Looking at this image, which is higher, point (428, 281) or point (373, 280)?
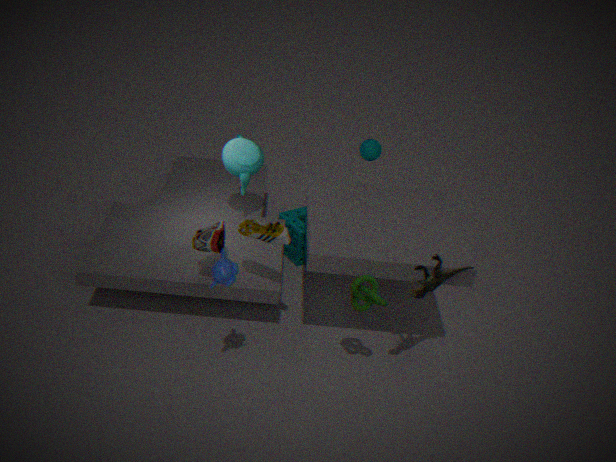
point (428, 281)
